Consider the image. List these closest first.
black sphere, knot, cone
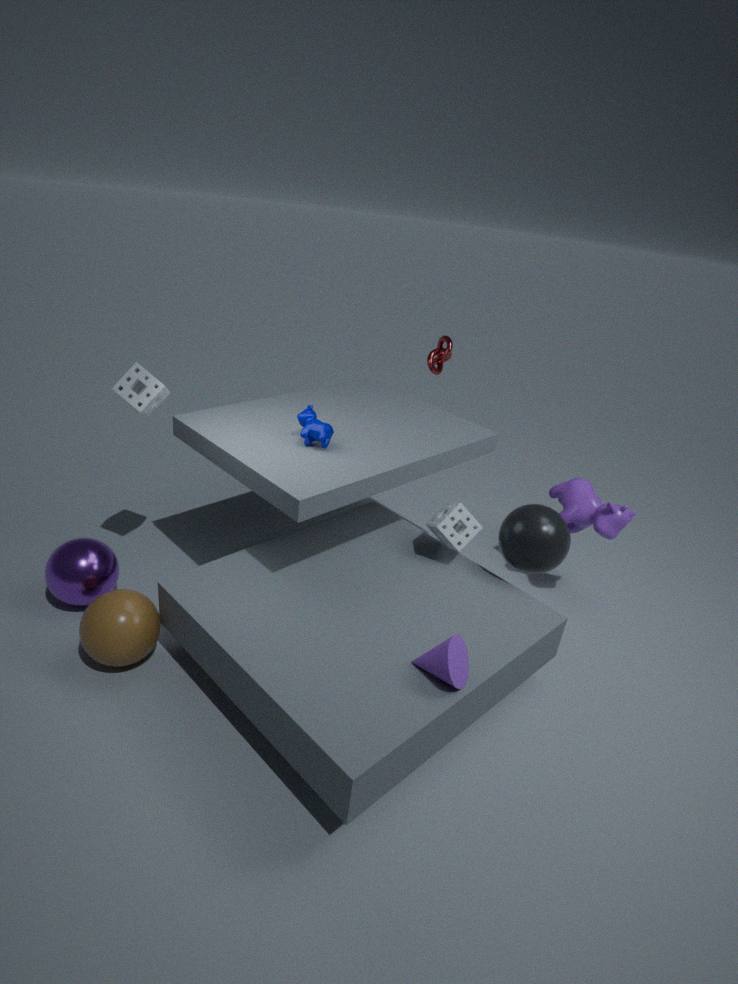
1. cone
2. black sphere
3. knot
